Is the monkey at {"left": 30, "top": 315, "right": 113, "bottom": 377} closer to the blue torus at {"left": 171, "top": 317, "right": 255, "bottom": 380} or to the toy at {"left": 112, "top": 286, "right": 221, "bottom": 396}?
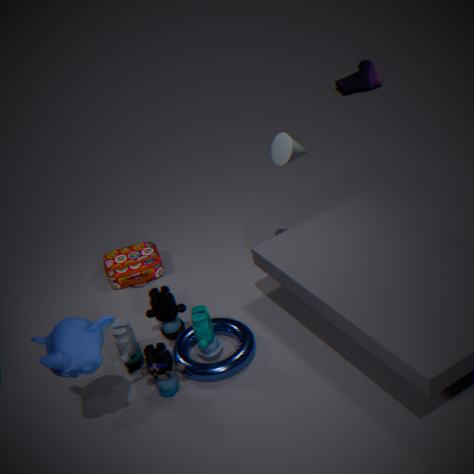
the toy at {"left": 112, "top": 286, "right": 221, "bottom": 396}
